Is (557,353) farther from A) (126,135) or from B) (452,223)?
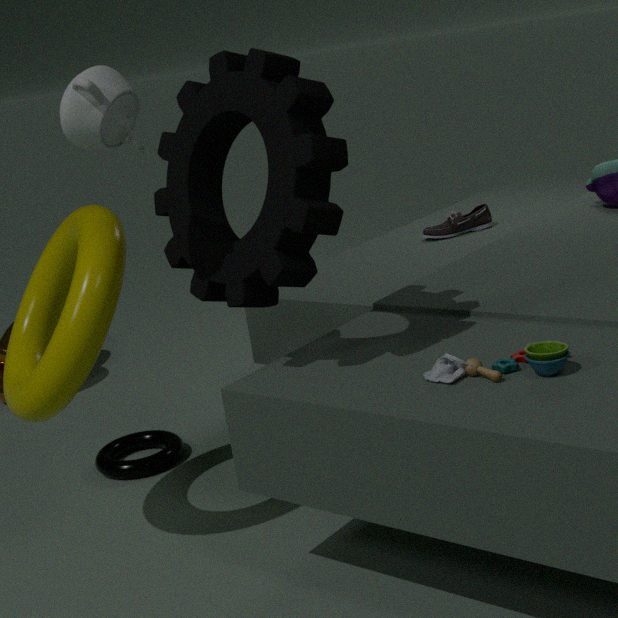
B) (452,223)
